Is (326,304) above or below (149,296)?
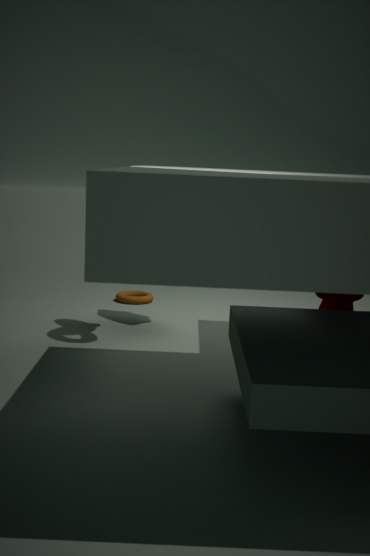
above
